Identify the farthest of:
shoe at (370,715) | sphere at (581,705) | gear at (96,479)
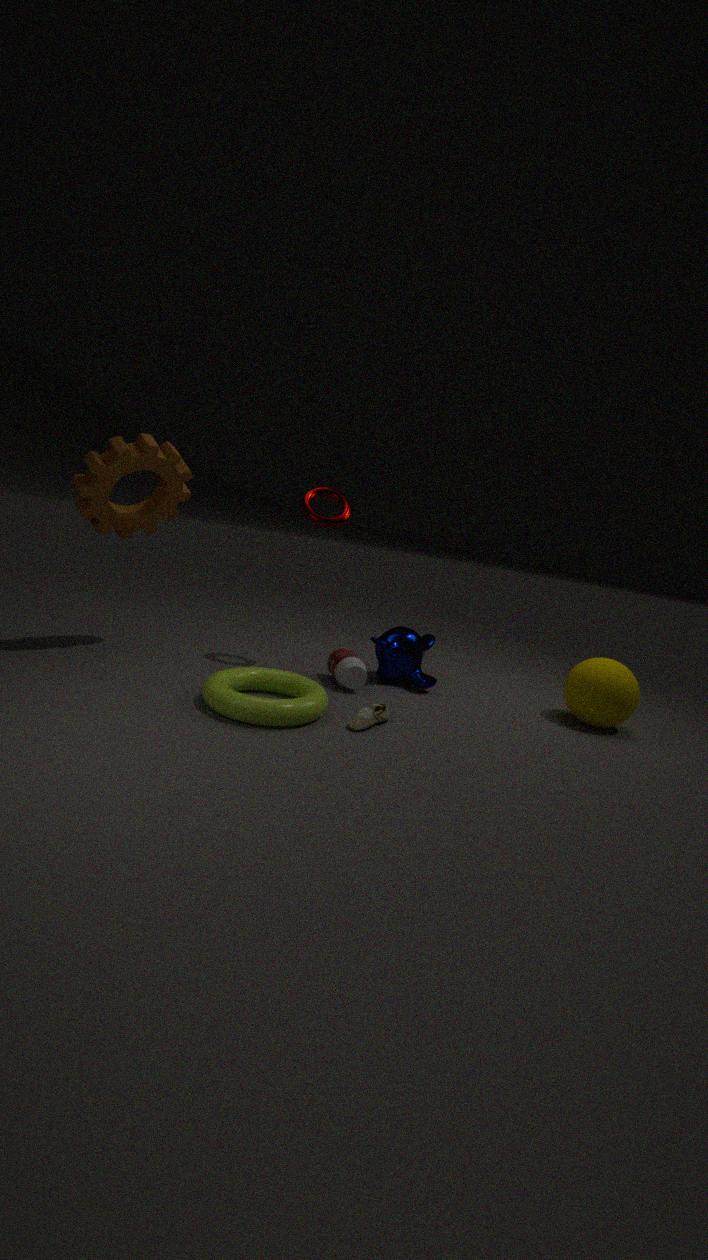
sphere at (581,705)
